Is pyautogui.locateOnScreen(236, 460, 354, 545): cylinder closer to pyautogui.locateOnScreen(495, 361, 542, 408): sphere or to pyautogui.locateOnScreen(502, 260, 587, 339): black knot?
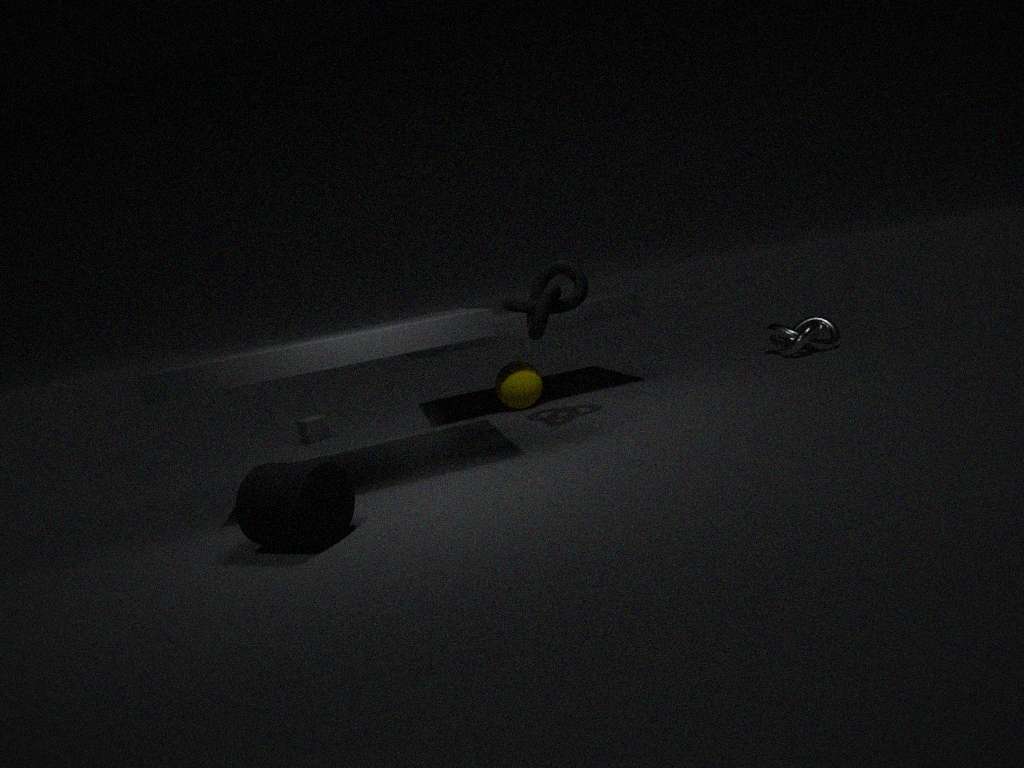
pyautogui.locateOnScreen(502, 260, 587, 339): black knot
